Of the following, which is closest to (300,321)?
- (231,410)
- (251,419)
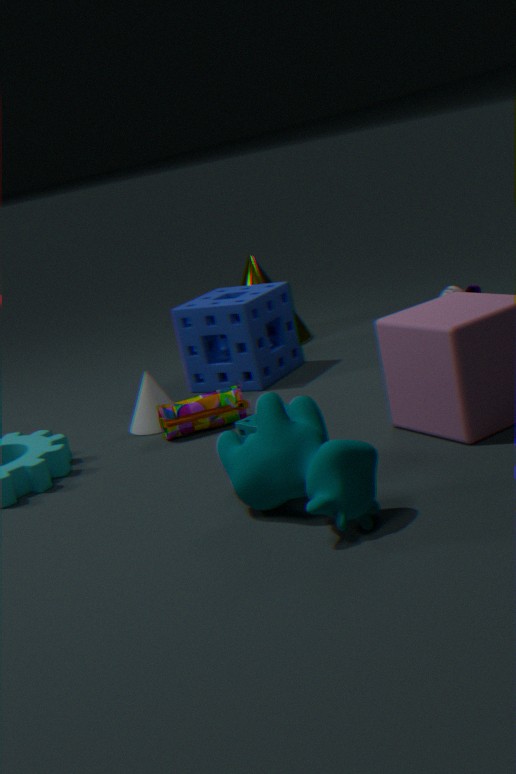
(231,410)
